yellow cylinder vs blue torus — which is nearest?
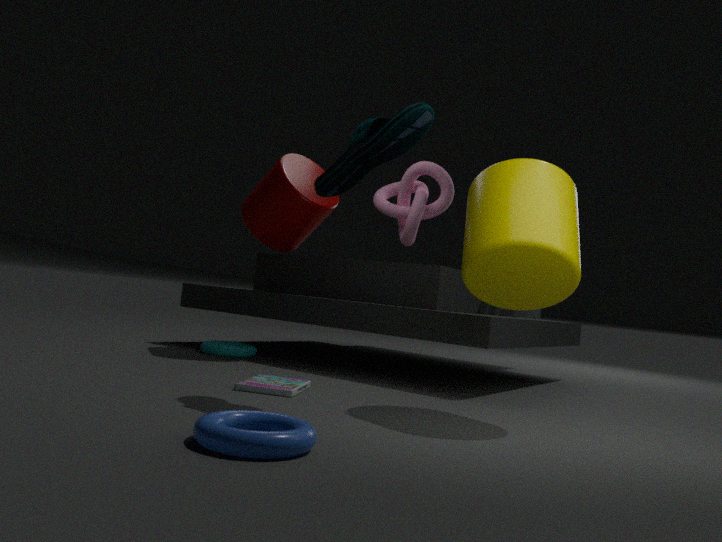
blue torus
